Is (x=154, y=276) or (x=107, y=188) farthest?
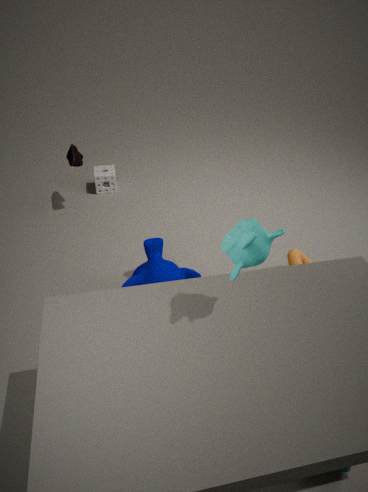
(x=107, y=188)
